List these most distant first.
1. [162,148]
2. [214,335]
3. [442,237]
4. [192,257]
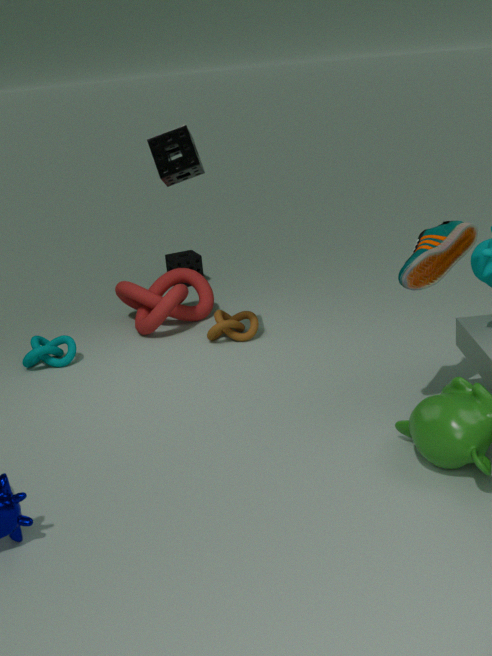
[192,257] → [214,335] → [162,148] → [442,237]
